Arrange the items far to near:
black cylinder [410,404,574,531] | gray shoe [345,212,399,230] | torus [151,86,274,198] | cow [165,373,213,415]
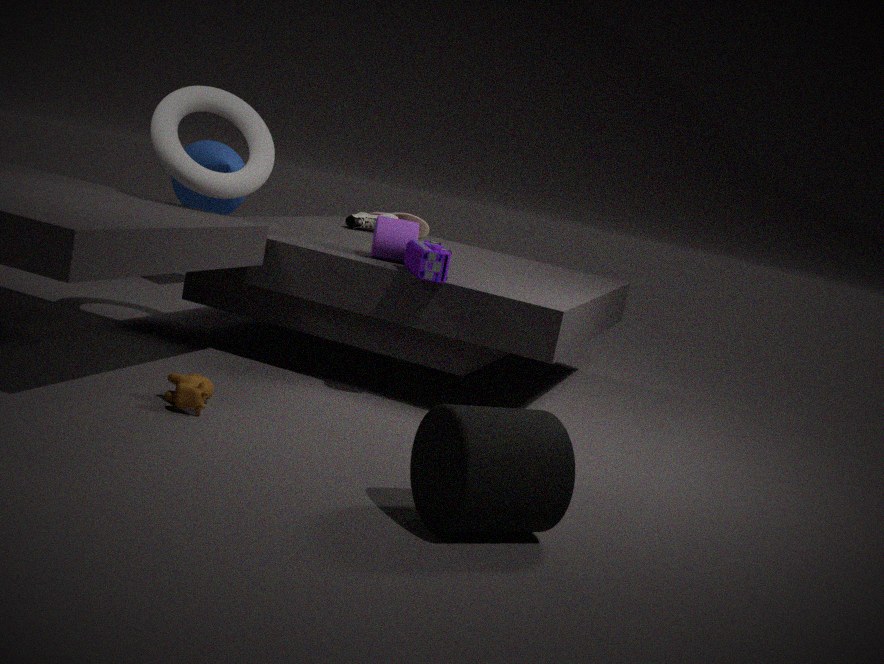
gray shoe [345,212,399,230]
torus [151,86,274,198]
cow [165,373,213,415]
black cylinder [410,404,574,531]
